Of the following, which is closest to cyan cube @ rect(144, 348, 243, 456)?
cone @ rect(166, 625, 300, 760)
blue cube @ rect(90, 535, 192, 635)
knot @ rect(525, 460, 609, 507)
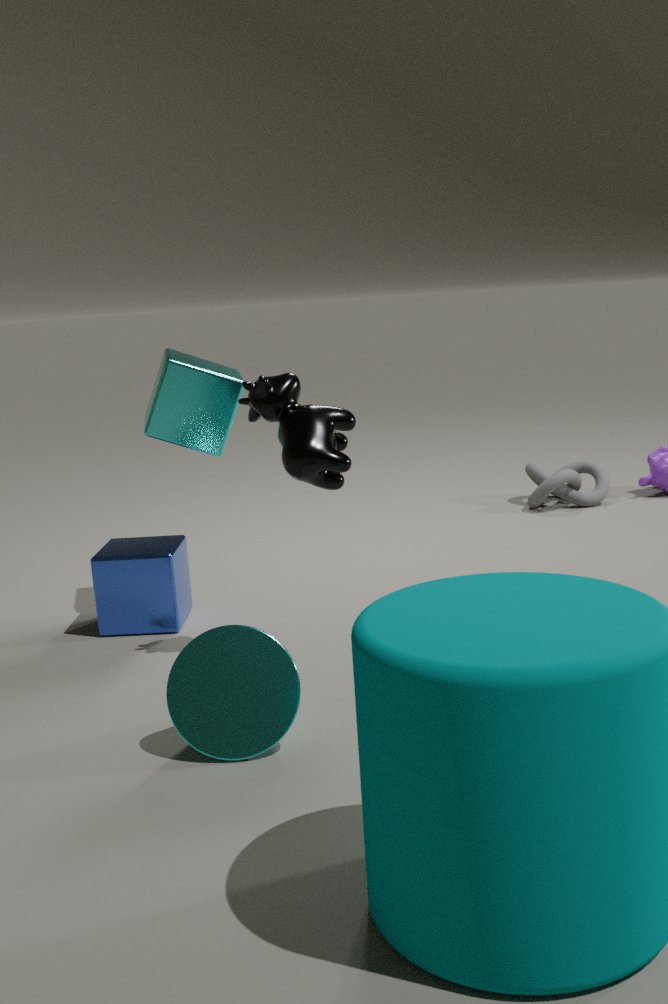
blue cube @ rect(90, 535, 192, 635)
